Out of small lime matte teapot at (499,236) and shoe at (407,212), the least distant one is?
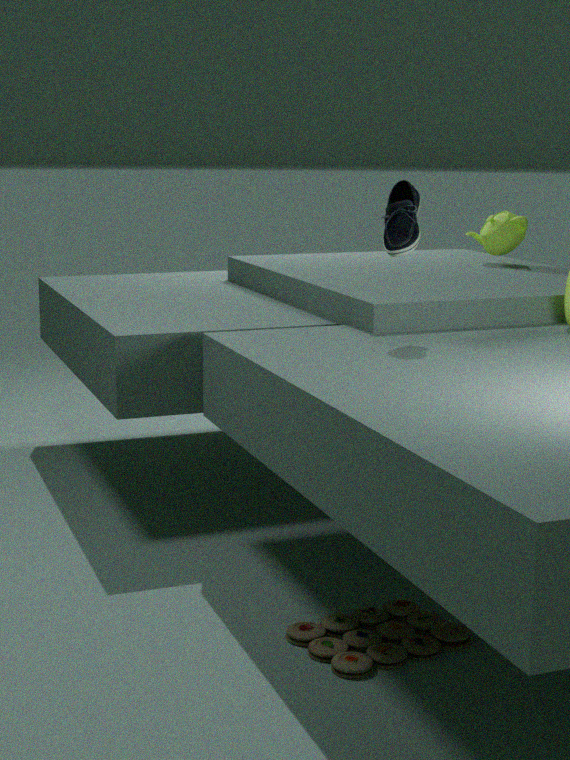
shoe at (407,212)
